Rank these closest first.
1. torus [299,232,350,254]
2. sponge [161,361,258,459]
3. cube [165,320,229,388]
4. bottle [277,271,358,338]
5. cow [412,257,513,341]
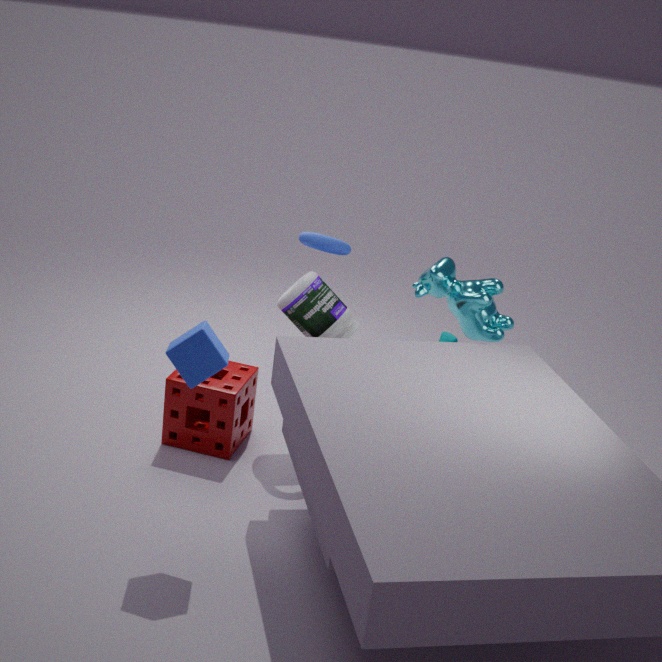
1. cube [165,320,229,388]
2. cow [412,257,513,341]
3. sponge [161,361,258,459]
4. torus [299,232,350,254]
5. bottle [277,271,358,338]
